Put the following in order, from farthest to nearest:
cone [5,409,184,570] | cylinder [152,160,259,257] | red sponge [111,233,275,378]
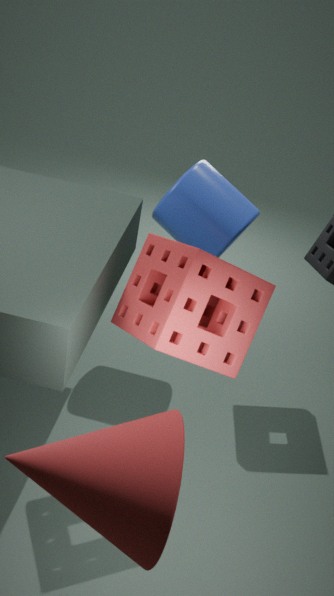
cylinder [152,160,259,257]
red sponge [111,233,275,378]
cone [5,409,184,570]
